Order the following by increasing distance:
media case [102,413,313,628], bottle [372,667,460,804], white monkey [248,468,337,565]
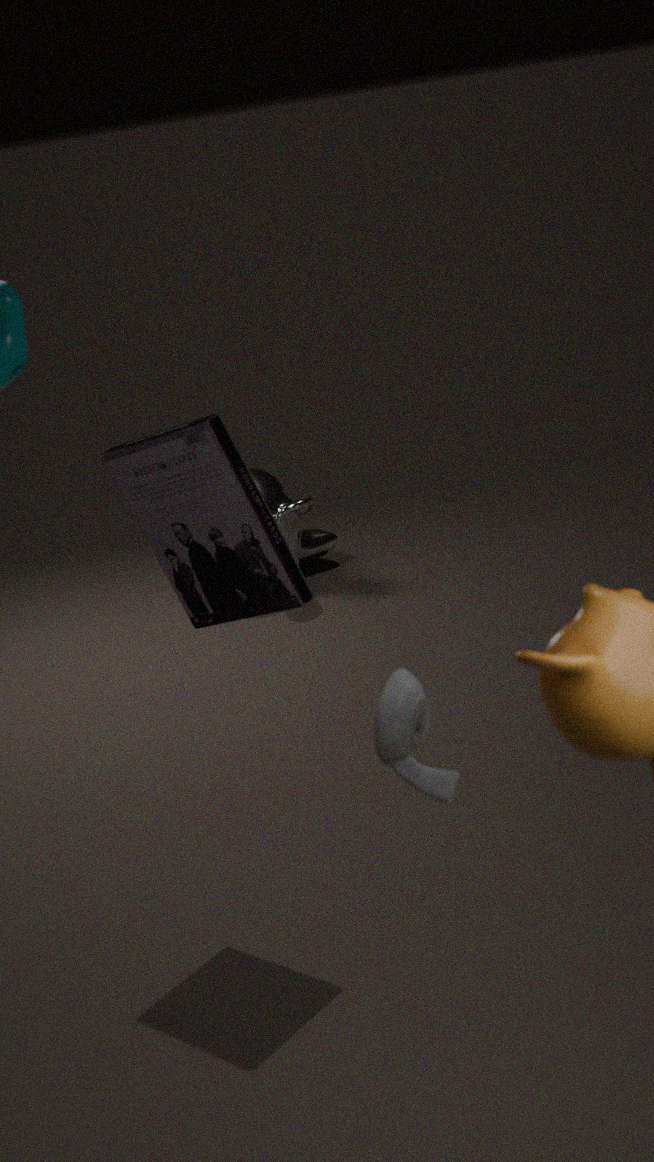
bottle [372,667,460,804] < media case [102,413,313,628] < white monkey [248,468,337,565]
